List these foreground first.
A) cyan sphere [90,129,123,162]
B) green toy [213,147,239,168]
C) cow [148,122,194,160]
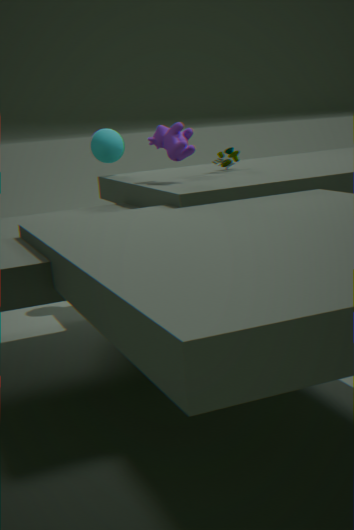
cow [148,122,194,160]
green toy [213,147,239,168]
cyan sphere [90,129,123,162]
